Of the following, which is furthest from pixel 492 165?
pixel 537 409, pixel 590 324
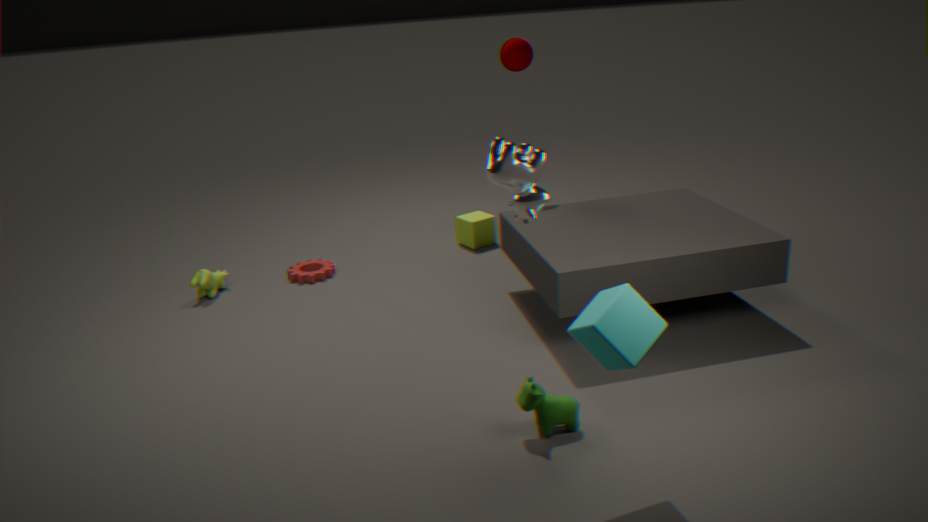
pixel 537 409
